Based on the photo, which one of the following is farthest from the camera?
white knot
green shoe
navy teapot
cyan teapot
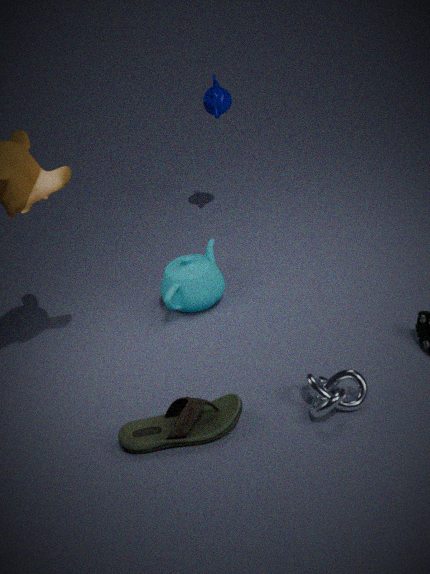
navy teapot
